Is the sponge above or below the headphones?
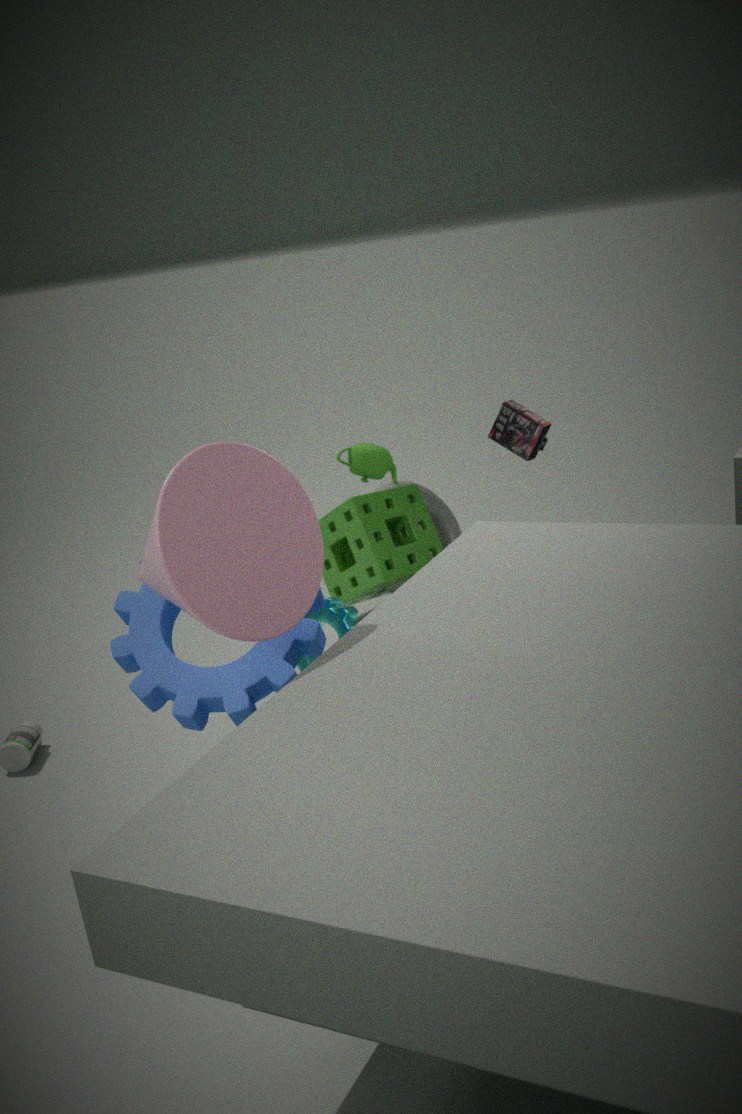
below
